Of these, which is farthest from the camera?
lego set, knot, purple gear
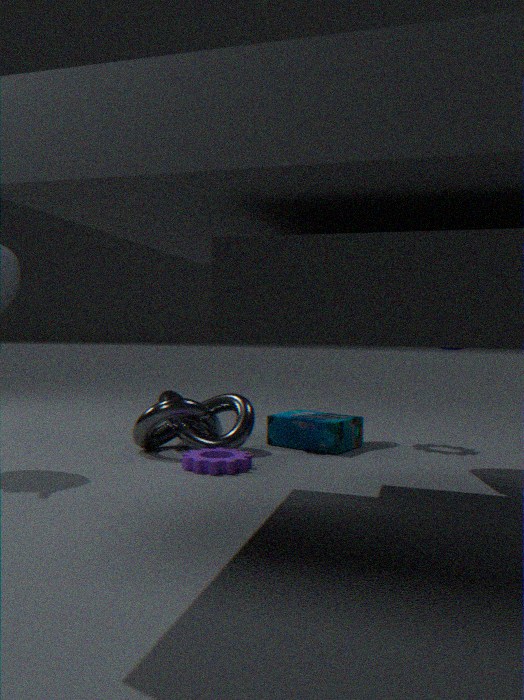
lego set
